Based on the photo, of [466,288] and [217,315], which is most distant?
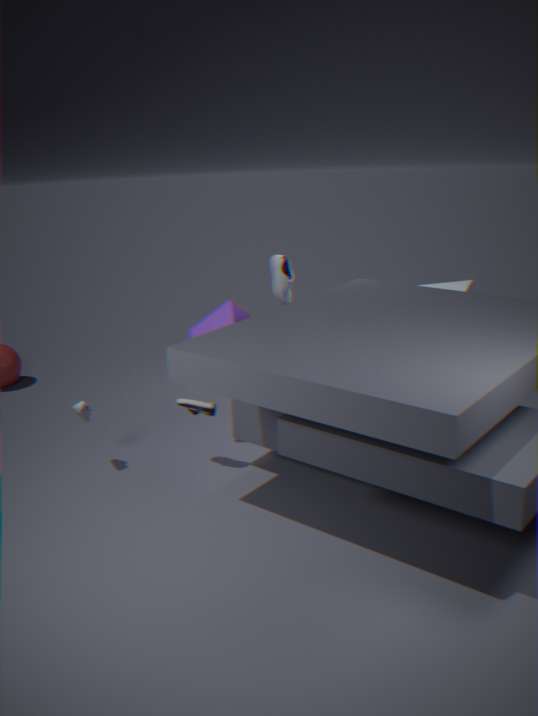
[466,288]
